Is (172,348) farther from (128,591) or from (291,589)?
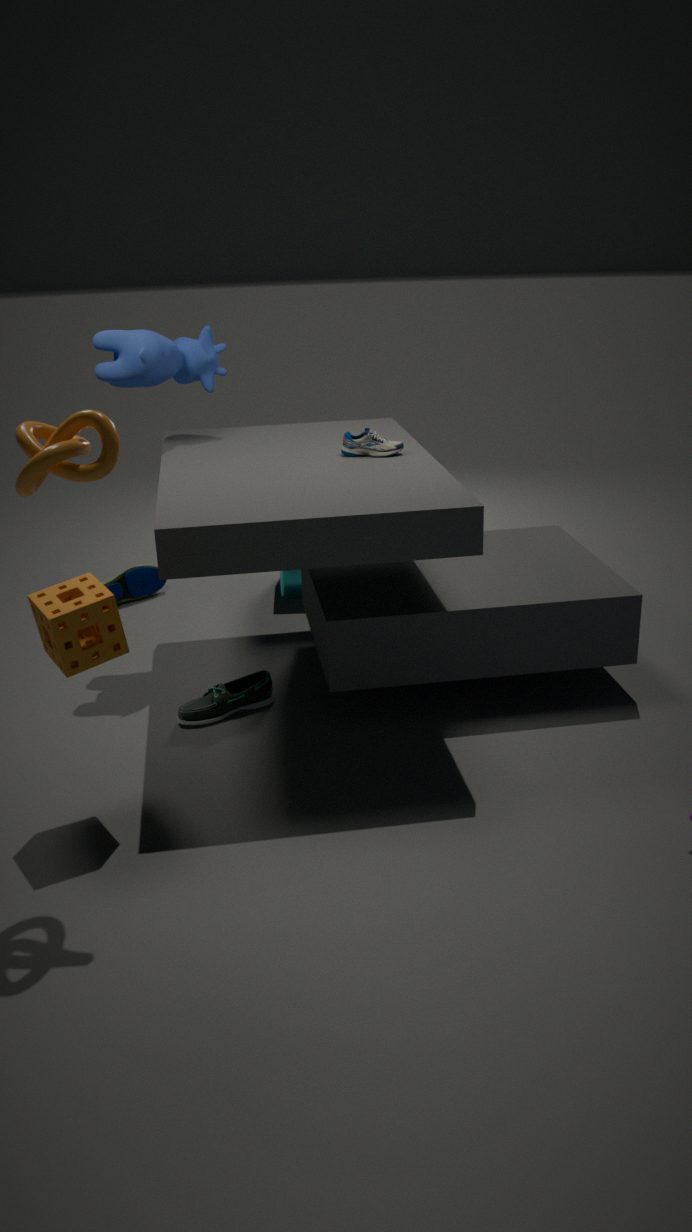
(291,589)
